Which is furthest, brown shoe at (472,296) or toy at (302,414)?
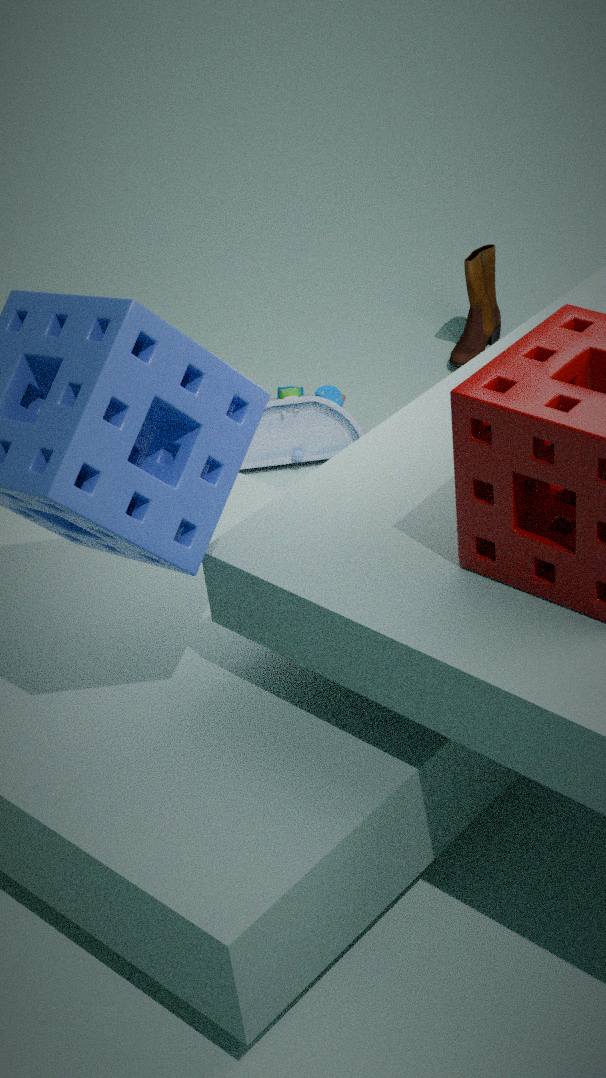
brown shoe at (472,296)
